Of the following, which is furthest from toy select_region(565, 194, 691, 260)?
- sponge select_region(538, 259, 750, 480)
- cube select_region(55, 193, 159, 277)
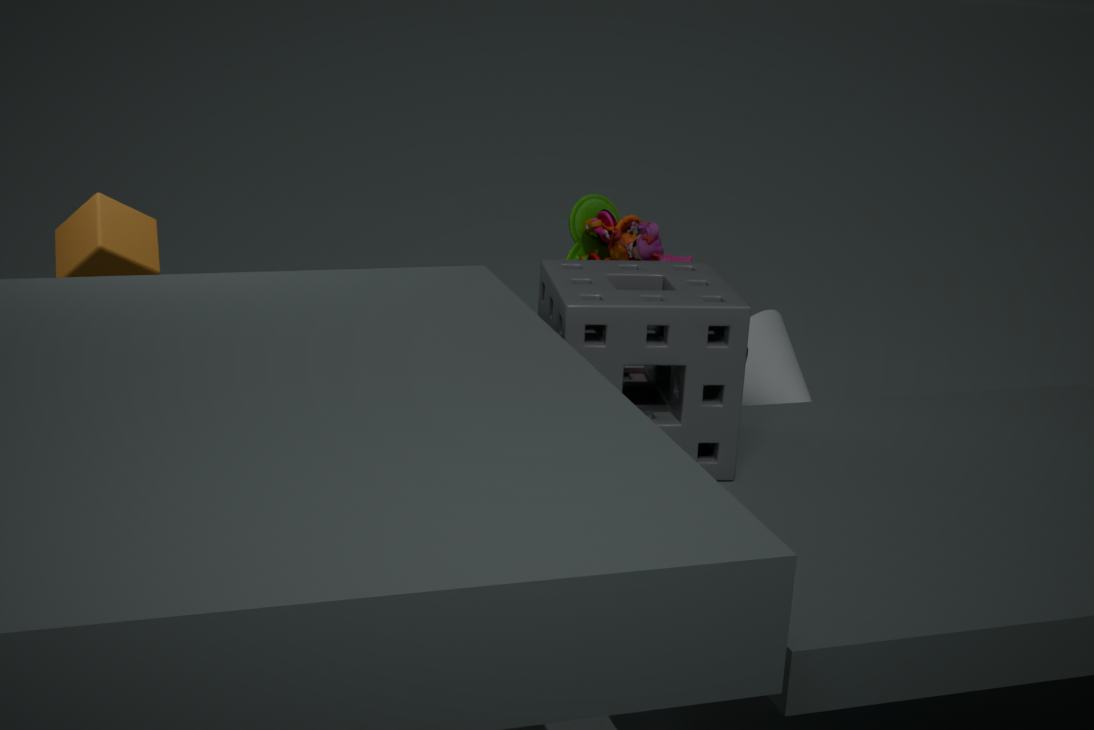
cube select_region(55, 193, 159, 277)
